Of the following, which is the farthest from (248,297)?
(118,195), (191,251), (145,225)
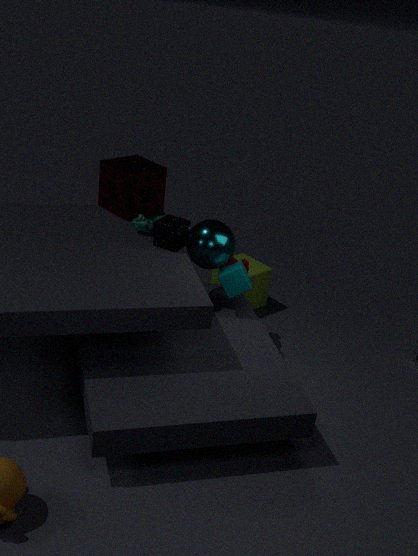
(118,195)
